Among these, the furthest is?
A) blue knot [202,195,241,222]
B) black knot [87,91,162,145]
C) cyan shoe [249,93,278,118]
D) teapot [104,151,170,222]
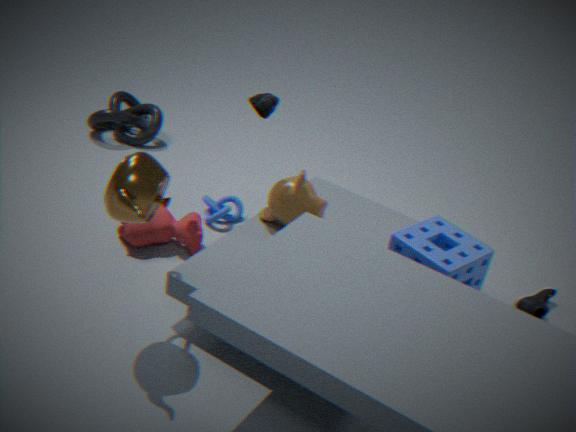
black knot [87,91,162,145]
